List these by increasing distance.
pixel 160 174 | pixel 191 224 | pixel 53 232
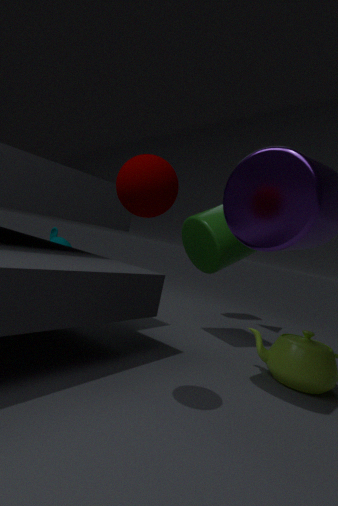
1. pixel 160 174
2. pixel 191 224
3. pixel 53 232
